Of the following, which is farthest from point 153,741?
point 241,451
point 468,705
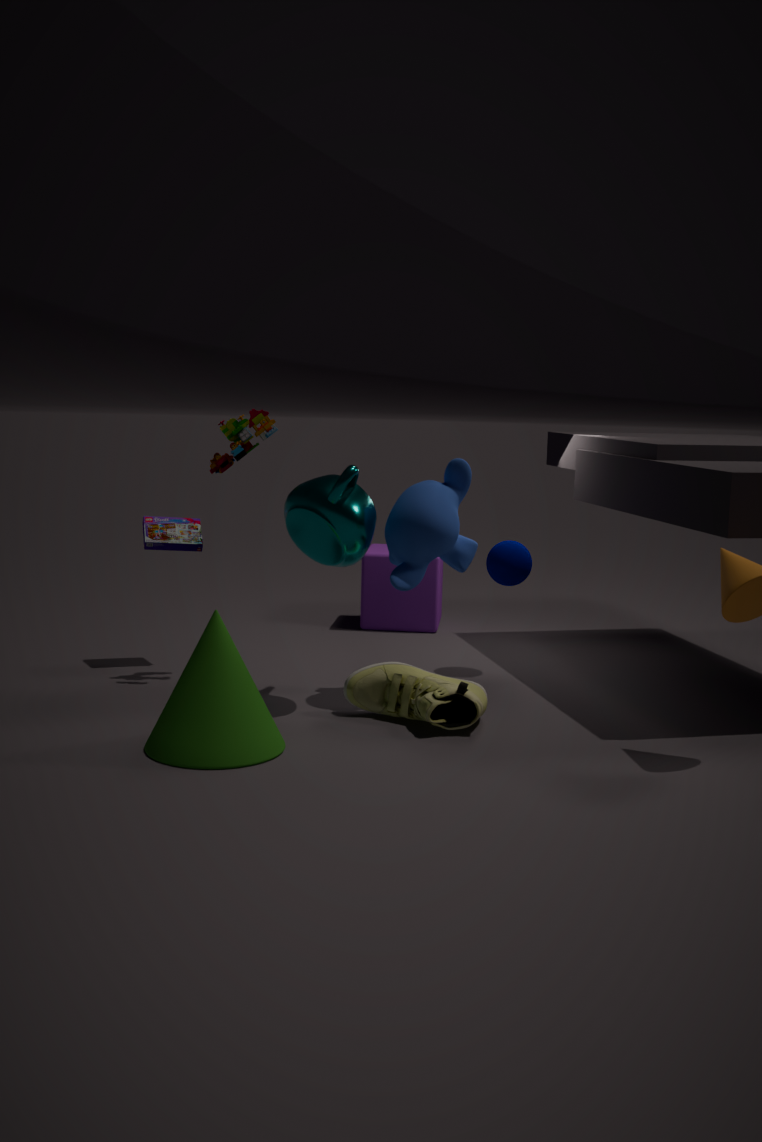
point 241,451
